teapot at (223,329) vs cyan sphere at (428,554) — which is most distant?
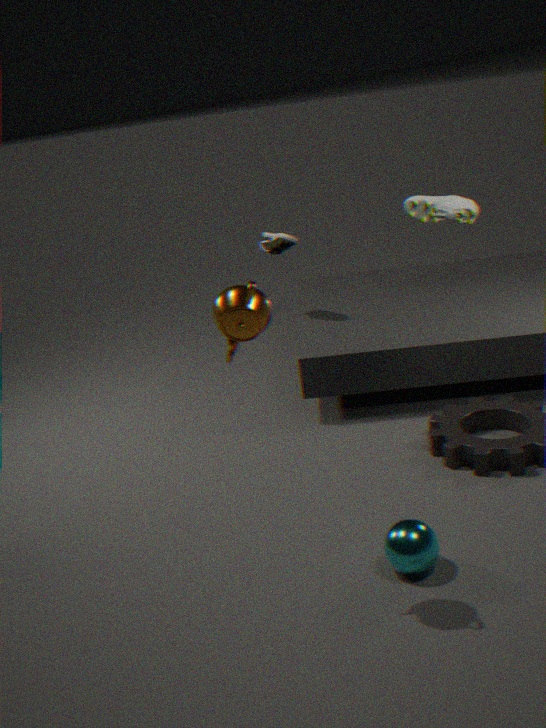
cyan sphere at (428,554)
